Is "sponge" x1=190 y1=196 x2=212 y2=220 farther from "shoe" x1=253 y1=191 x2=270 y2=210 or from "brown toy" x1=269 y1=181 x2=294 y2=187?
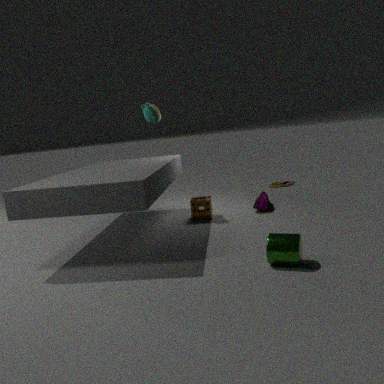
"brown toy" x1=269 y1=181 x2=294 y2=187
